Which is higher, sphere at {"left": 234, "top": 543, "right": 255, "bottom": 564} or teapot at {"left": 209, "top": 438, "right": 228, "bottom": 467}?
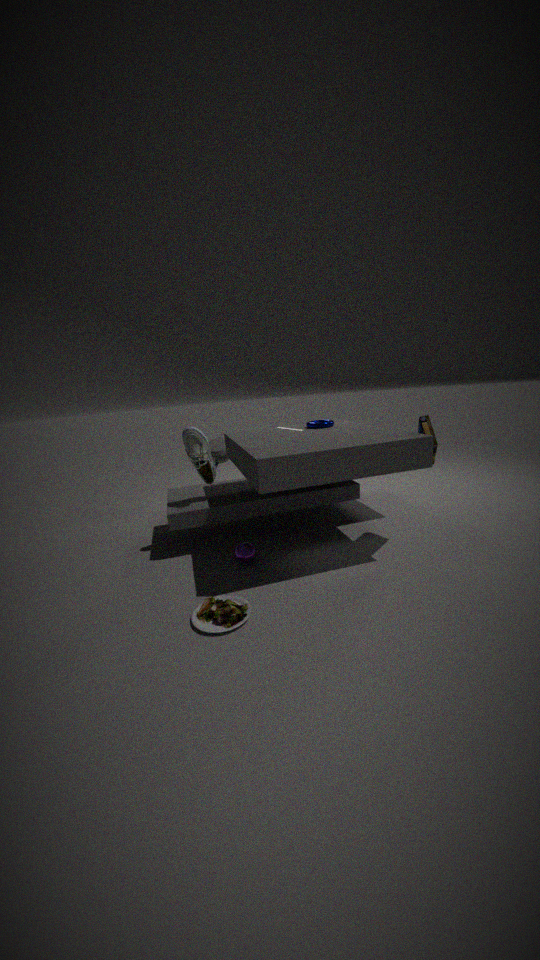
teapot at {"left": 209, "top": 438, "right": 228, "bottom": 467}
